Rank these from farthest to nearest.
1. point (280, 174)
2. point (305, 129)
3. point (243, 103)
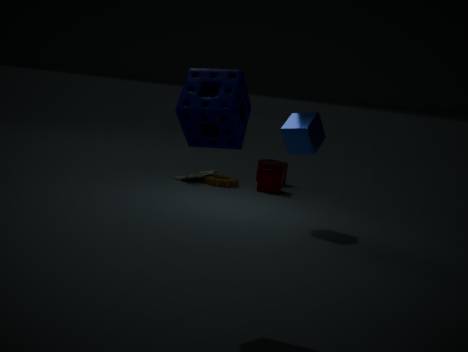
1. point (280, 174)
2. point (305, 129)
3. point (243, 103)
